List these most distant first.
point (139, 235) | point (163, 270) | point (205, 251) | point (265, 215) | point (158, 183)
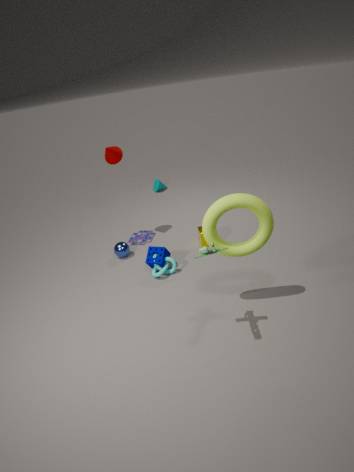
point (158, 183), point (139, 235), point (163, 270), point (265, 215), point (205, 251)
